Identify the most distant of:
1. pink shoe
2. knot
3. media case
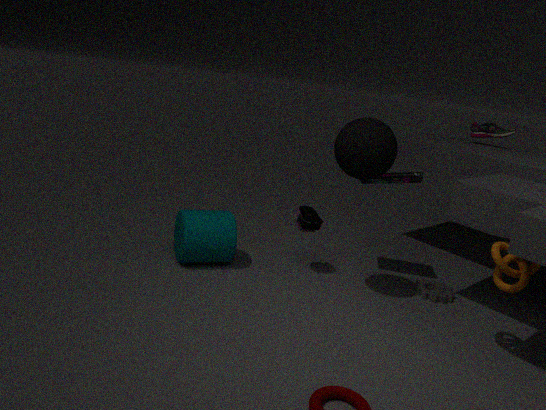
pink shoe
